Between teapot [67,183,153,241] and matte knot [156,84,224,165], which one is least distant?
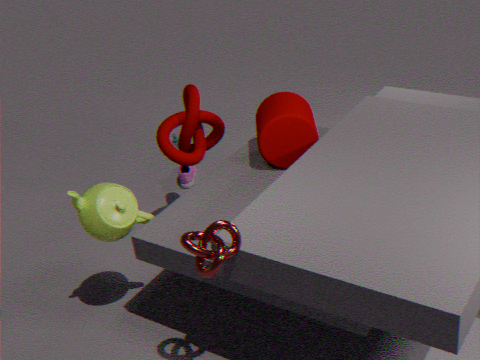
teapot [67,183,153,241]
